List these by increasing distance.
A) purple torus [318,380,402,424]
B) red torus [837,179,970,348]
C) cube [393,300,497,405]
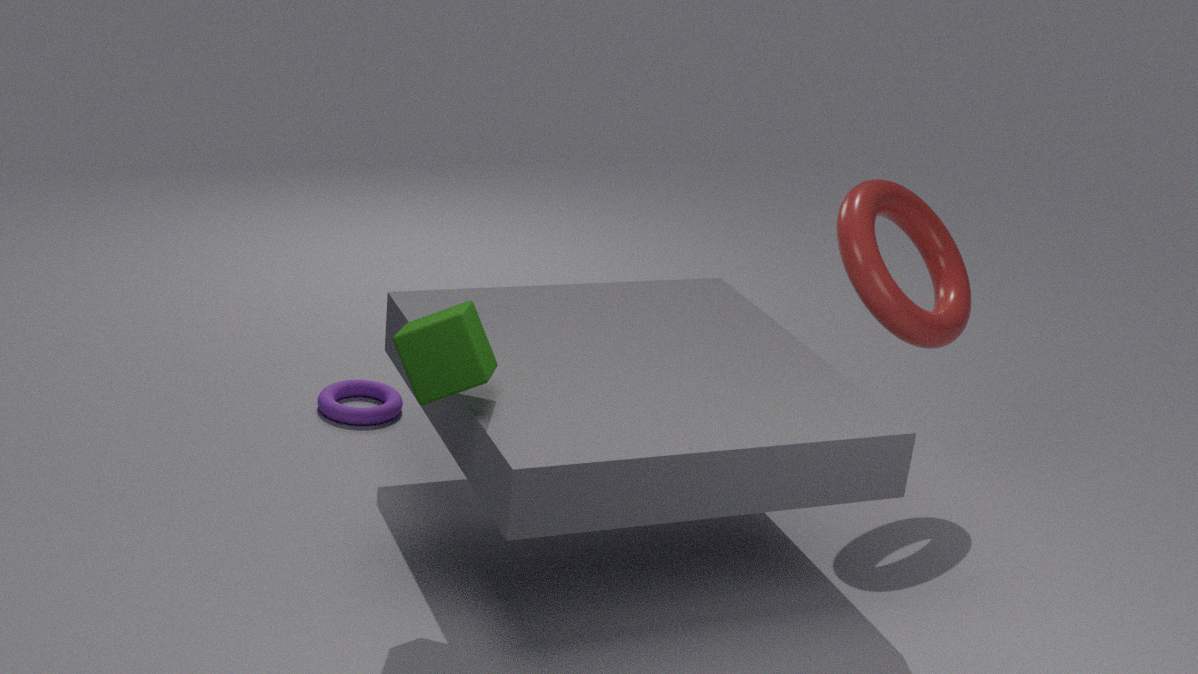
1. cube [393,300,497,405]
2. red torus [837,179,970,348]
3. purple torus [318,380,402,424]
